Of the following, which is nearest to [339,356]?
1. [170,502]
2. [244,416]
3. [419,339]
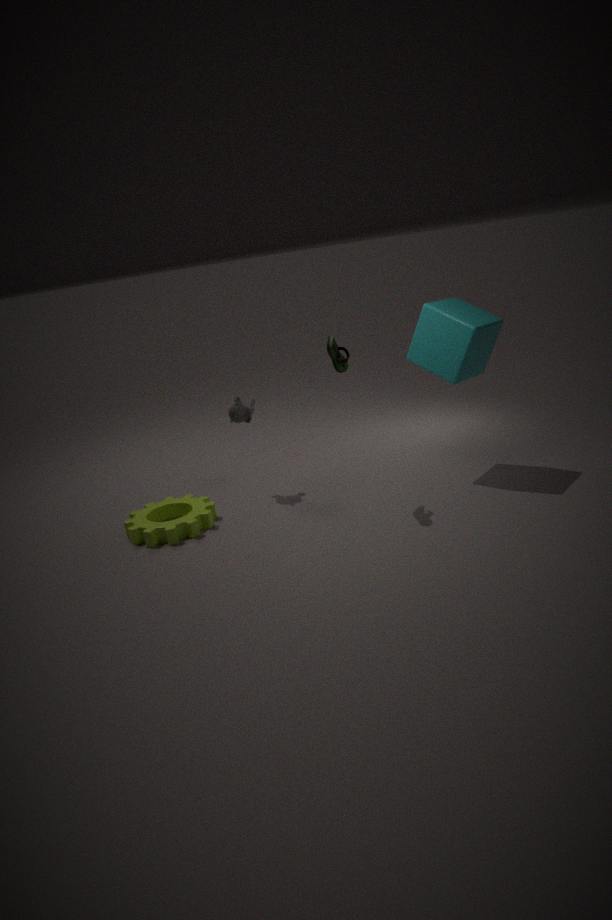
[419,339]
